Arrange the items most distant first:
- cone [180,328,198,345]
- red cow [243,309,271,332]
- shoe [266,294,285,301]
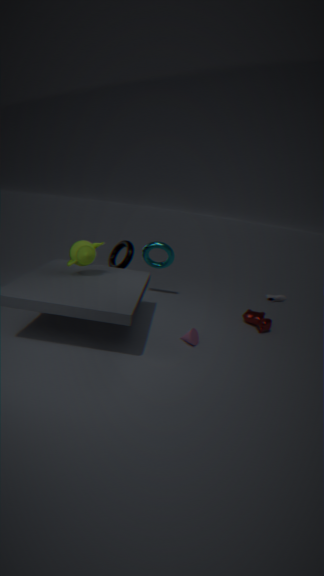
shoe [266,294,285,301]
red cow [243,309,271,332]
cone [180,328,198,345]
